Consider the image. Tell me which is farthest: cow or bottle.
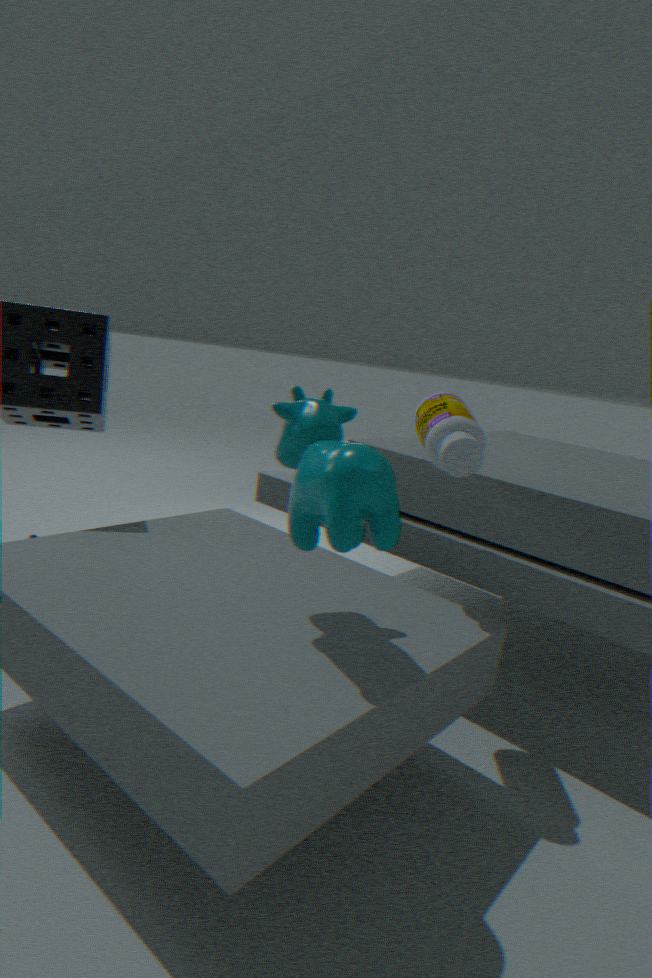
bottle
